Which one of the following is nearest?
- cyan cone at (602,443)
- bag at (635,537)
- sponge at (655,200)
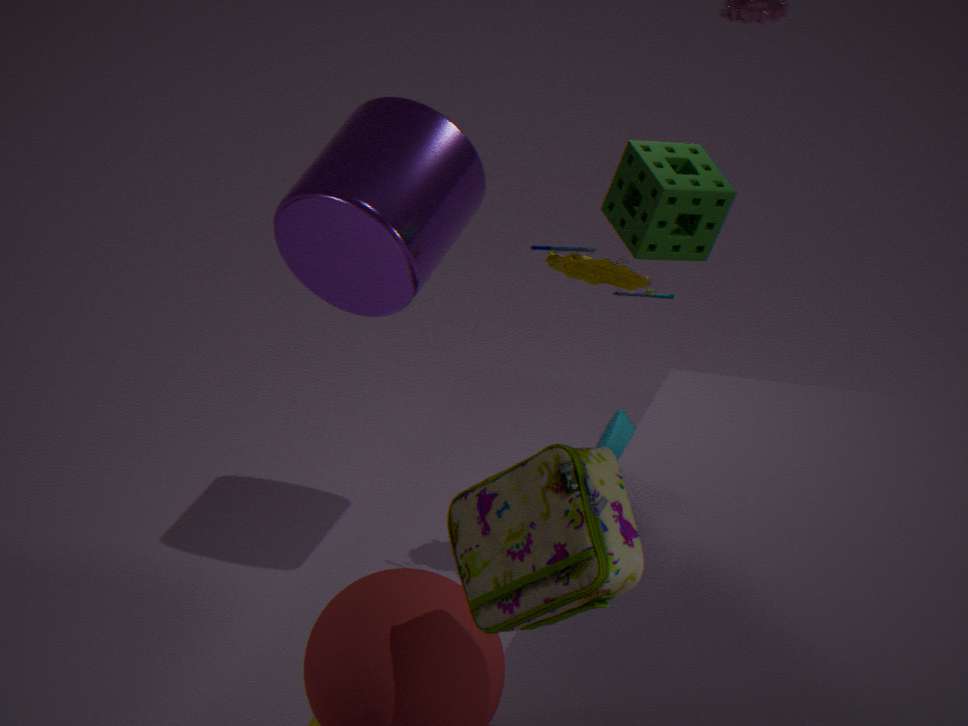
bag at (635,537)
